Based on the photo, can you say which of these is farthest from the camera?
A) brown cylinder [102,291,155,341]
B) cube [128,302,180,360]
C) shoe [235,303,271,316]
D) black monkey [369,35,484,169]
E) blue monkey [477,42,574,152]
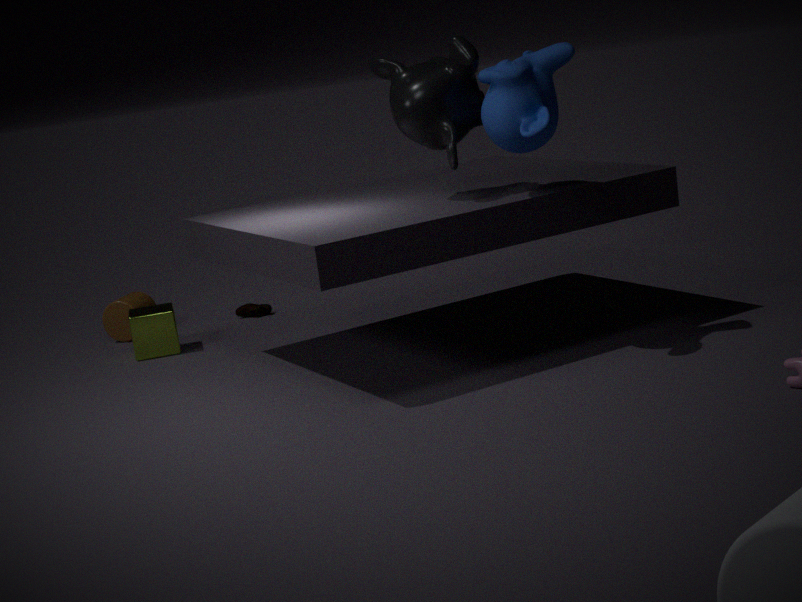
shoe [235,303,271,316]
